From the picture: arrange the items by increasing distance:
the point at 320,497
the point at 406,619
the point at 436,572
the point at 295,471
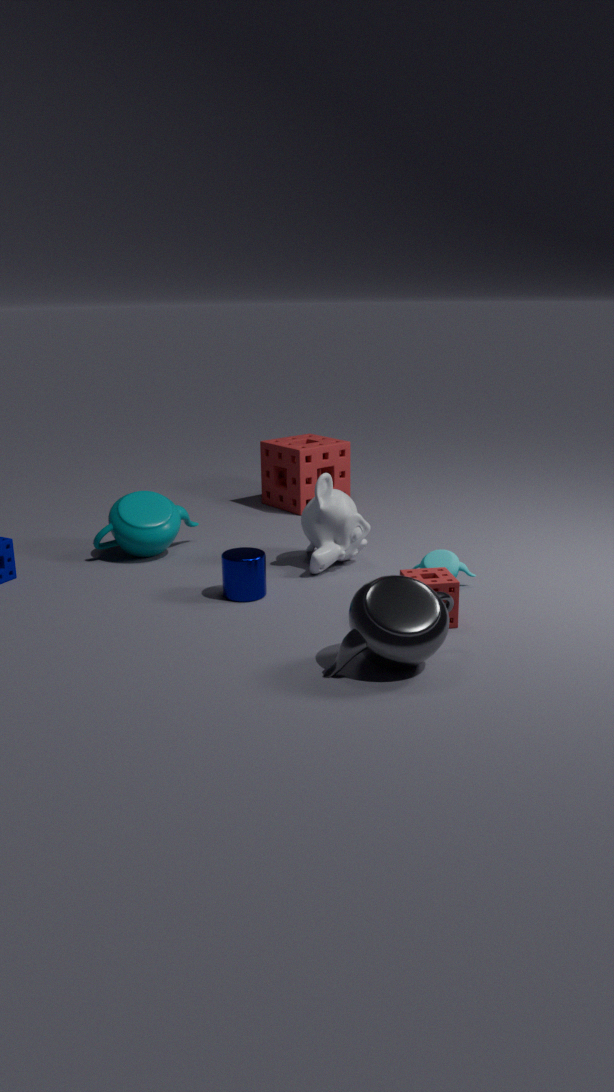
the point at 406,619 < the point at 436,572 < the point at 320,497 < the point at 295,471
